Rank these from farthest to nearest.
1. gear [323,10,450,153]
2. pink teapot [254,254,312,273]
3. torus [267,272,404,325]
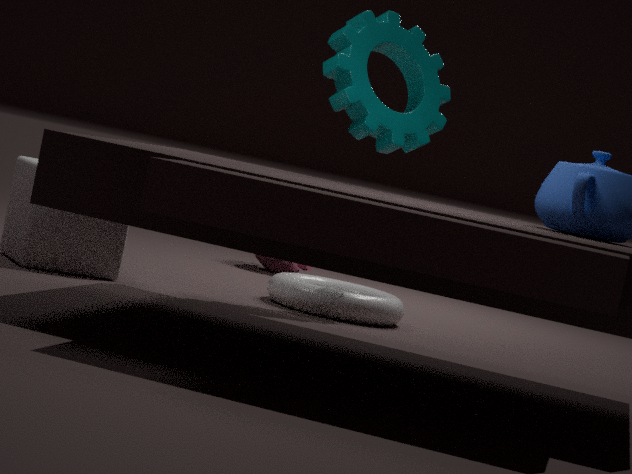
1. pink teapot [254,254,312,273]
2. torus [267,272,404,325]
3. gear [323,10,450,153]
